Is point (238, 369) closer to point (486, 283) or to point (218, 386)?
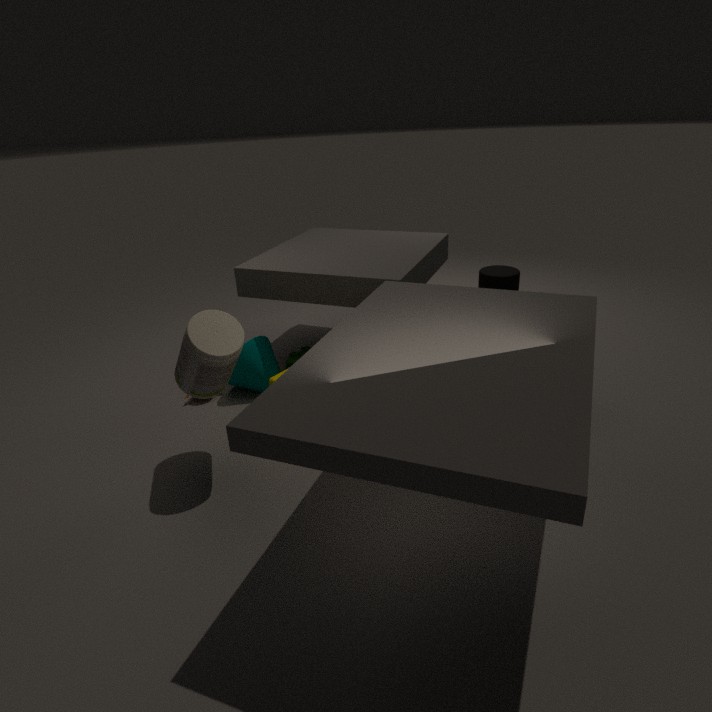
point (218, 386)
